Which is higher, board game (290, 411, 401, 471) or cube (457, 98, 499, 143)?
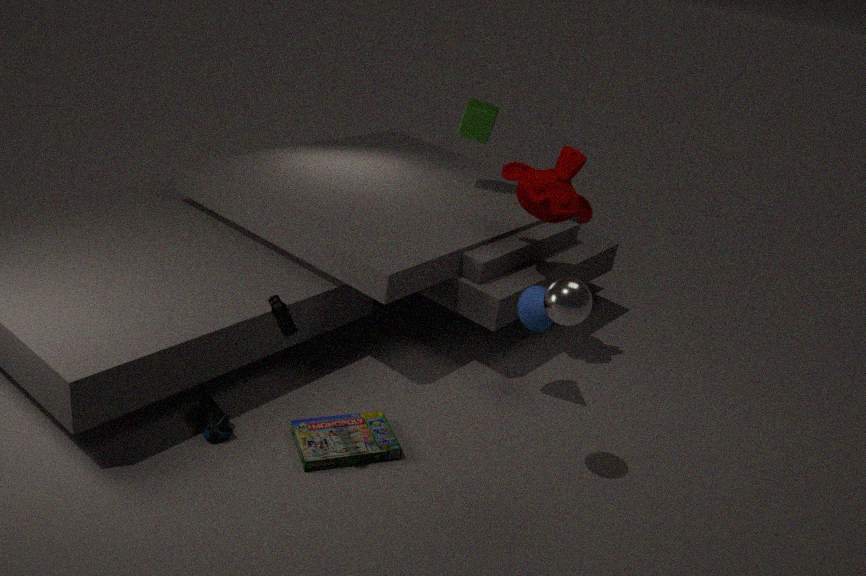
cube (457, 98, 499, 143)
